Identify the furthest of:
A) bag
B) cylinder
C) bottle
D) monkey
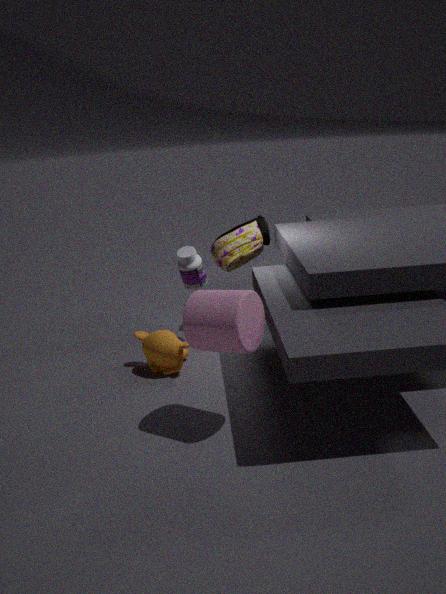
bag
